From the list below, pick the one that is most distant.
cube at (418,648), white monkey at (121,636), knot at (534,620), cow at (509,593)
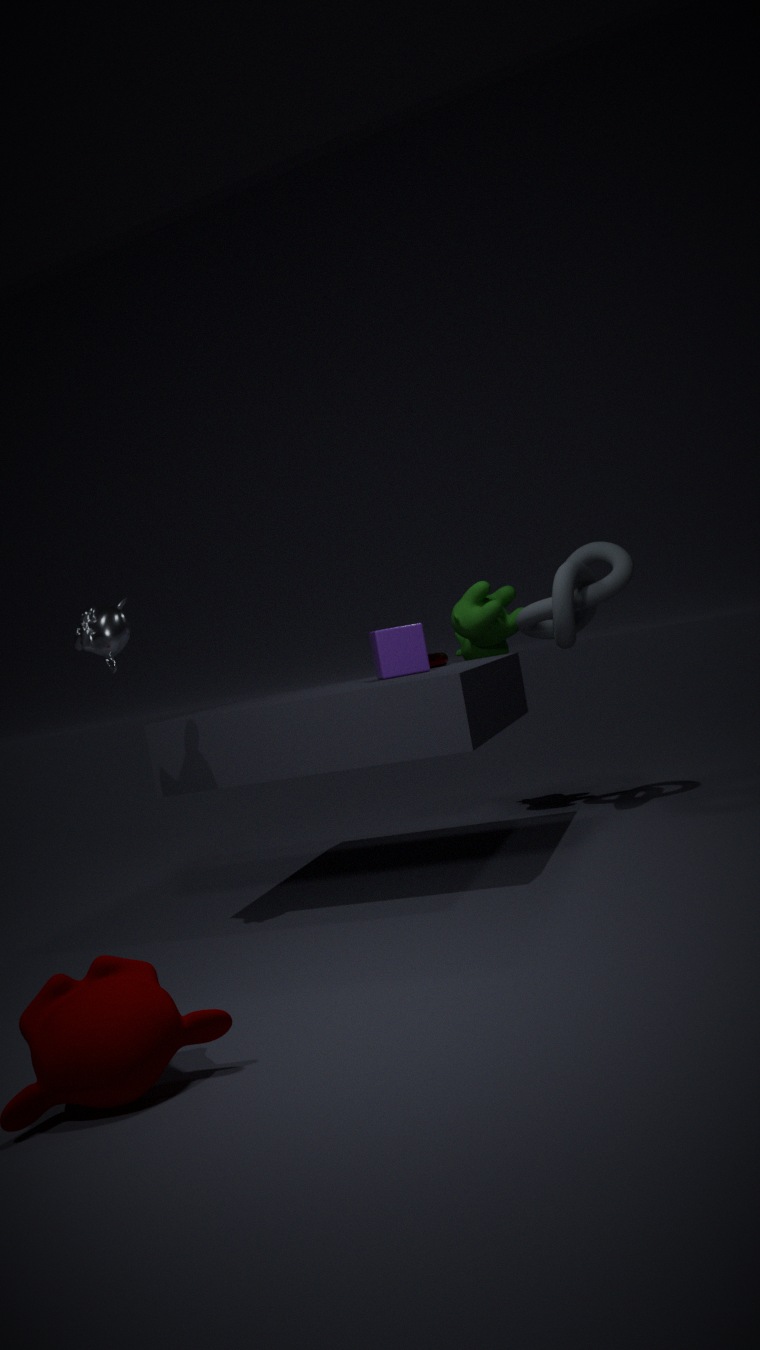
cow at (509,593)
